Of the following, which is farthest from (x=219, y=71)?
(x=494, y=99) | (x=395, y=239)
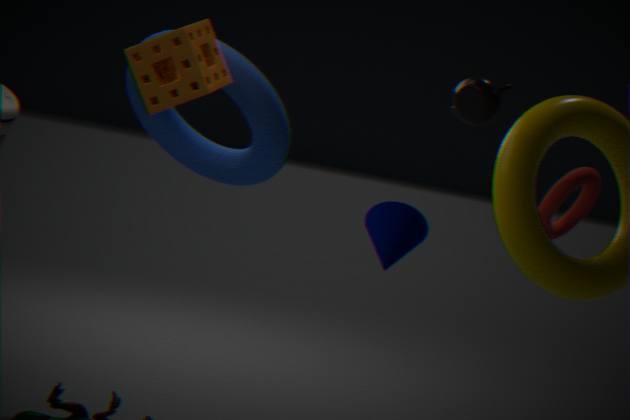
(x=494, y=99)
